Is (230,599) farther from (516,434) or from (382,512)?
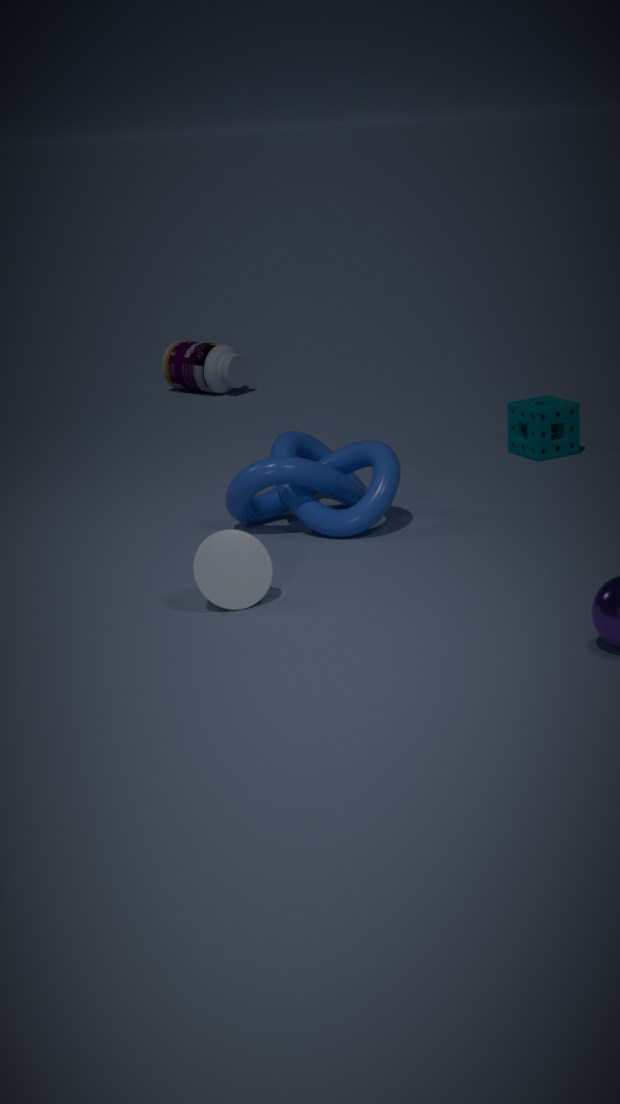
(516,434)
